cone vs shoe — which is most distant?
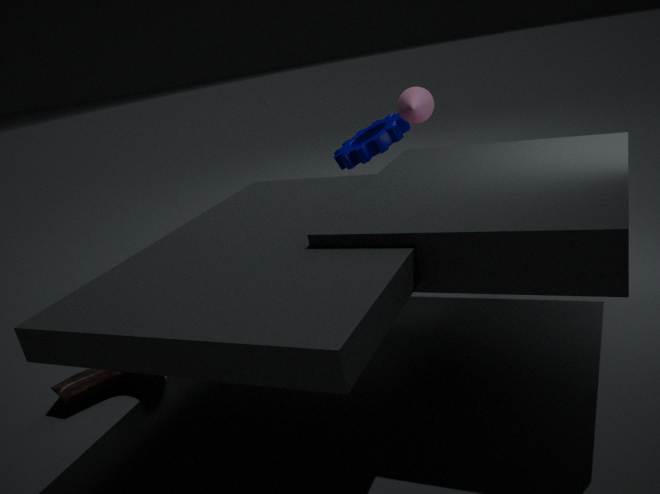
cone
